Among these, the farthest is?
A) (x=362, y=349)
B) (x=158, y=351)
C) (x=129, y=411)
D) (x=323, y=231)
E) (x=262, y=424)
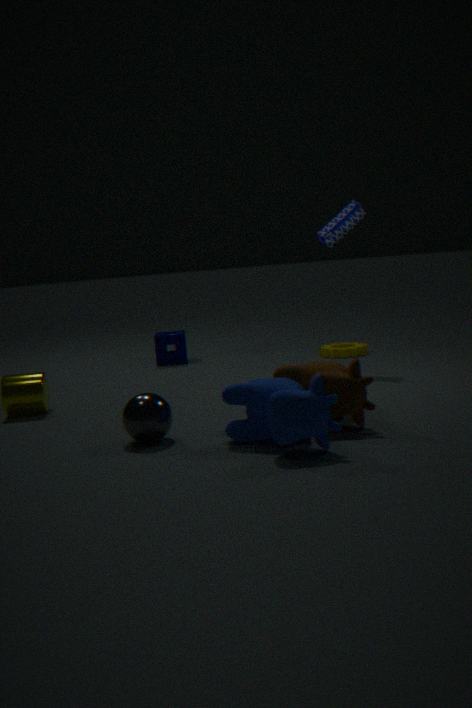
(x=158, y=351)
